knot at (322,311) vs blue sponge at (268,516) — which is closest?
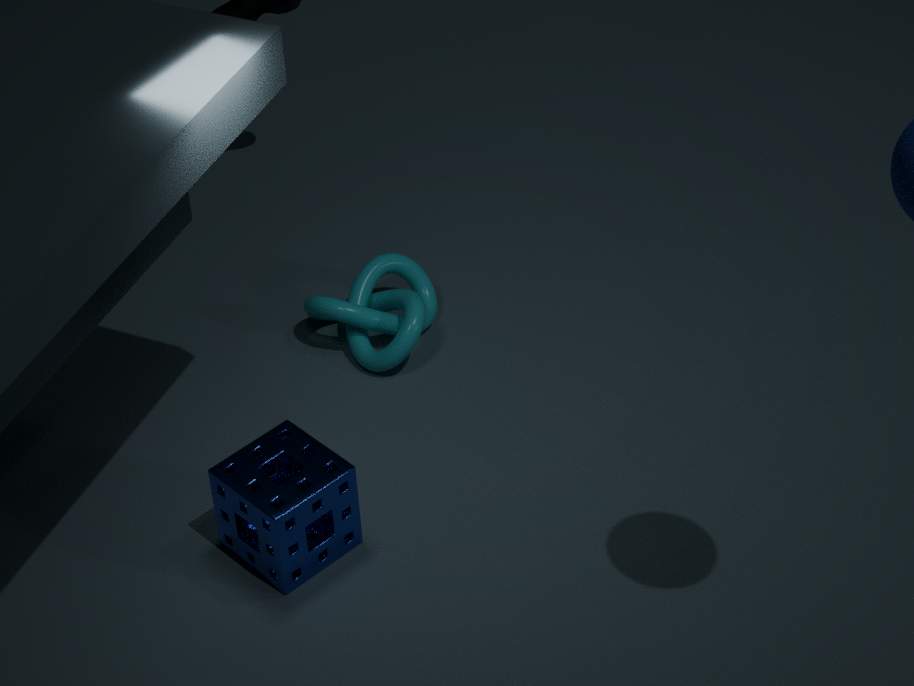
blue sponge at (268,516)
